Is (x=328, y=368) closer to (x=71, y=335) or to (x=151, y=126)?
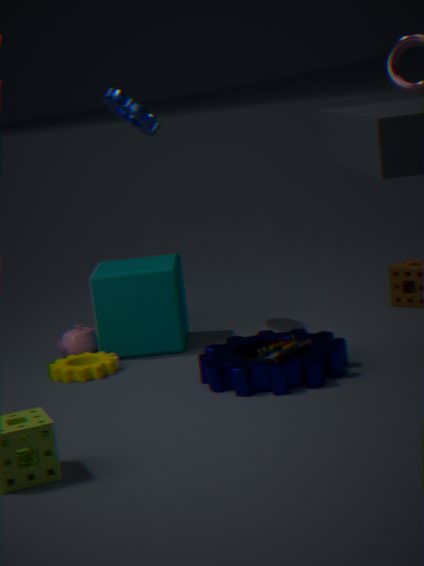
(x=71, y=335)
